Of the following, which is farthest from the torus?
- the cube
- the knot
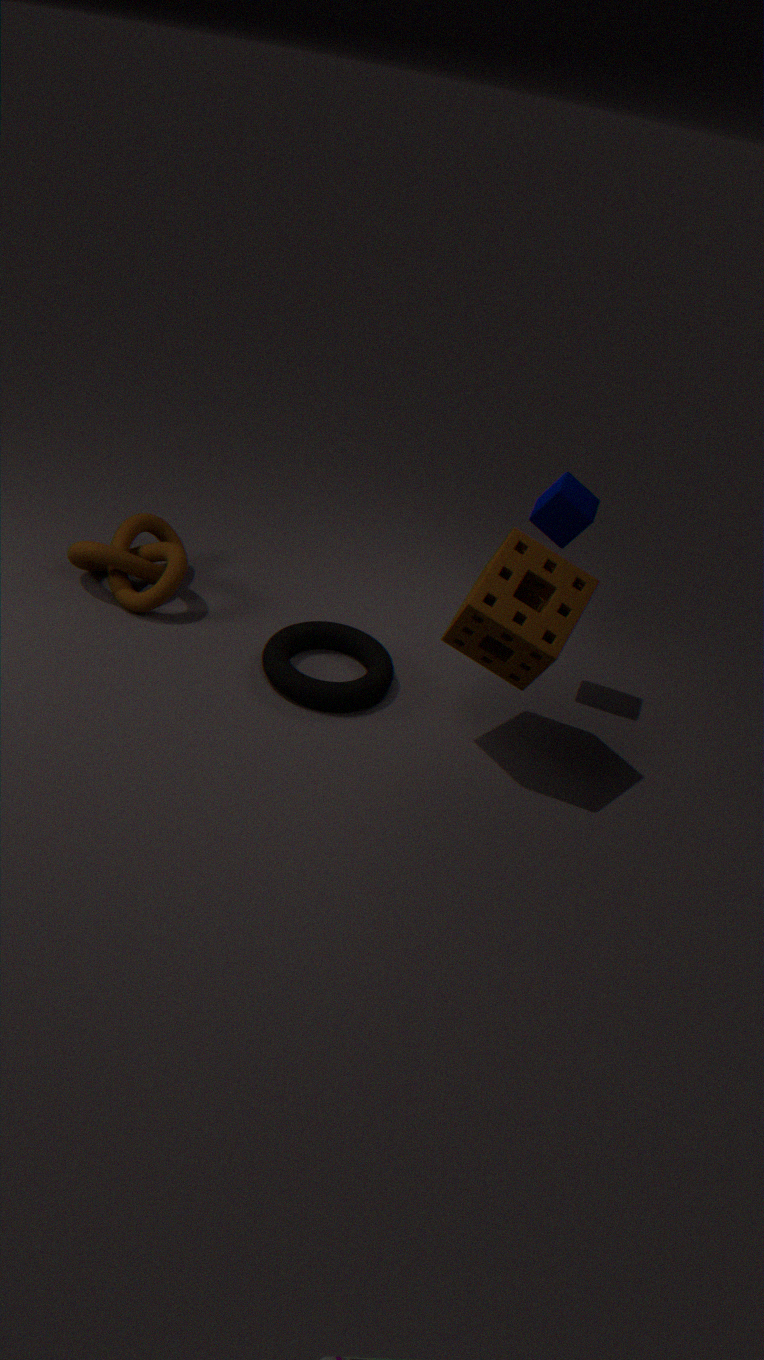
the cube
